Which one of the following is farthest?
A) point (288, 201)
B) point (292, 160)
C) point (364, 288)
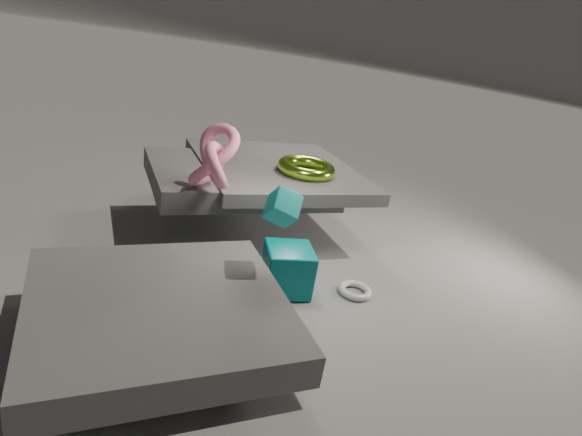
point (292, 160)
